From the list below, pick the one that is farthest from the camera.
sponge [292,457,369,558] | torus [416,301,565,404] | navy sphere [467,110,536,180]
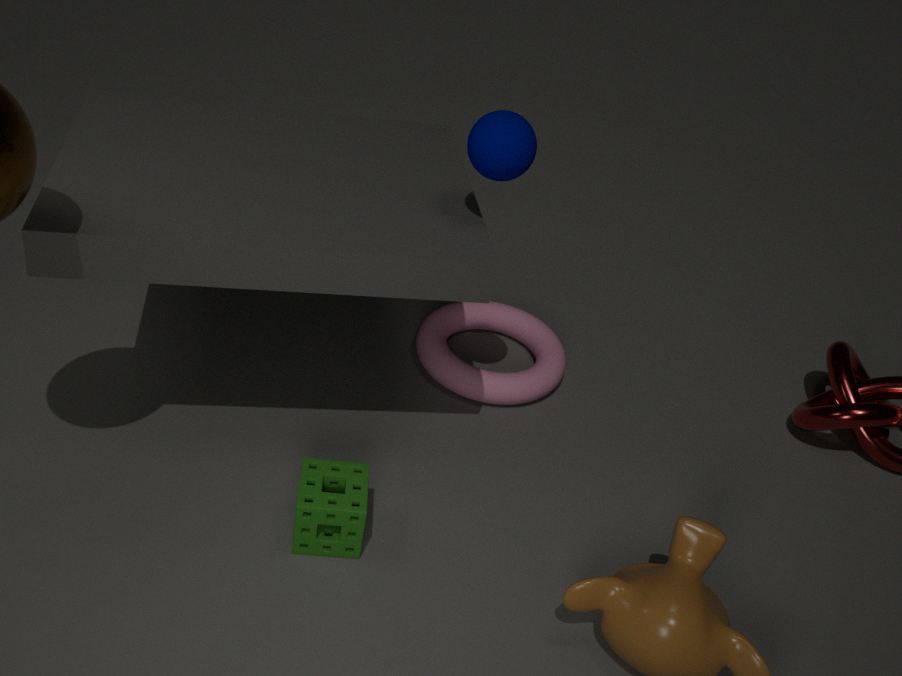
torus [416,301,565,404]
